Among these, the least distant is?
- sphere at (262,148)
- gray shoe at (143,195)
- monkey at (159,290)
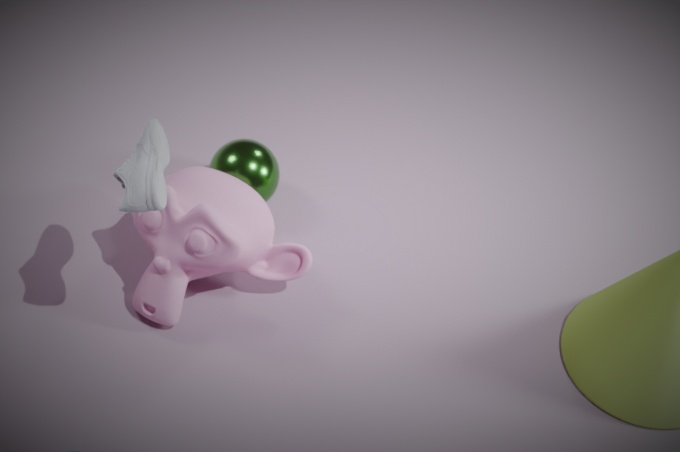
gray shoe at (143,195)
